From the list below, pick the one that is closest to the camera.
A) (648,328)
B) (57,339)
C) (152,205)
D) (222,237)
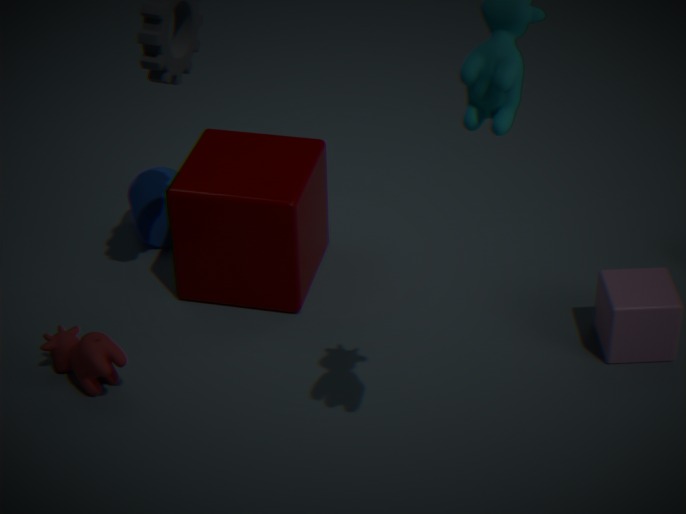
(648,328)
